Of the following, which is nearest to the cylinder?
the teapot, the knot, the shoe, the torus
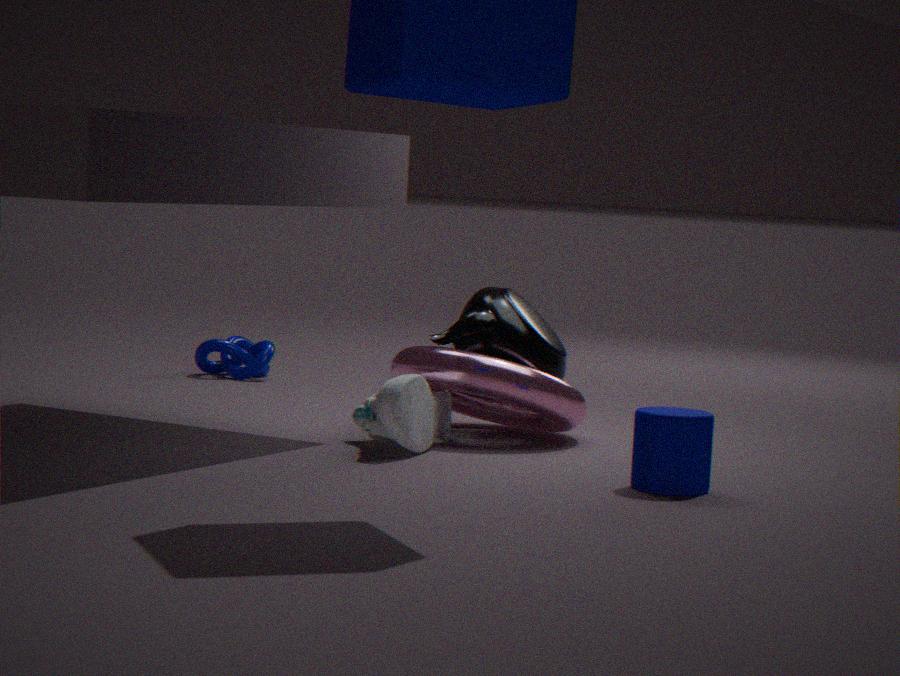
the torus
